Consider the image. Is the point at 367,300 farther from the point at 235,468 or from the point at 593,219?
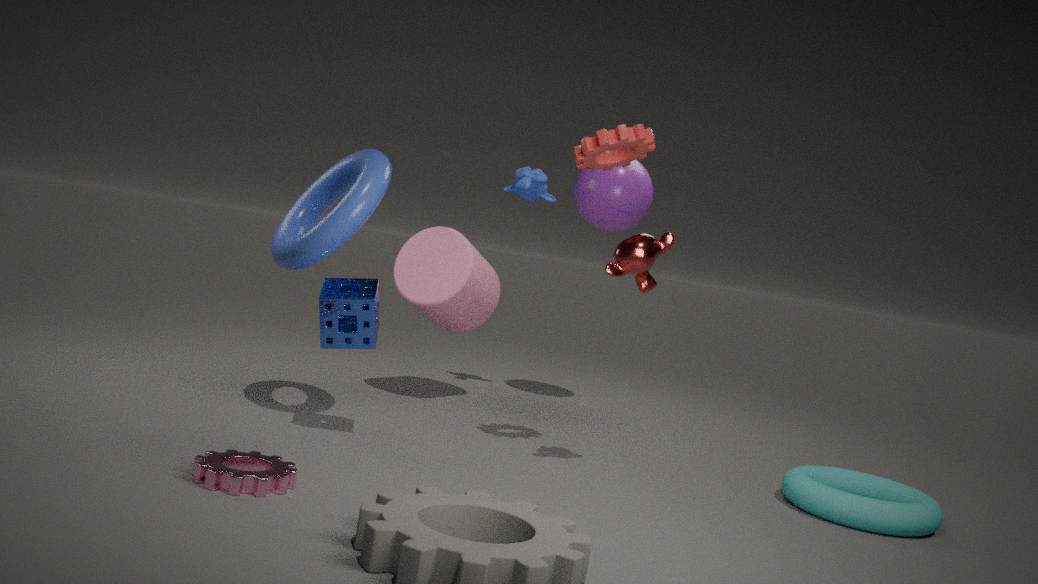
the point at 593,219
